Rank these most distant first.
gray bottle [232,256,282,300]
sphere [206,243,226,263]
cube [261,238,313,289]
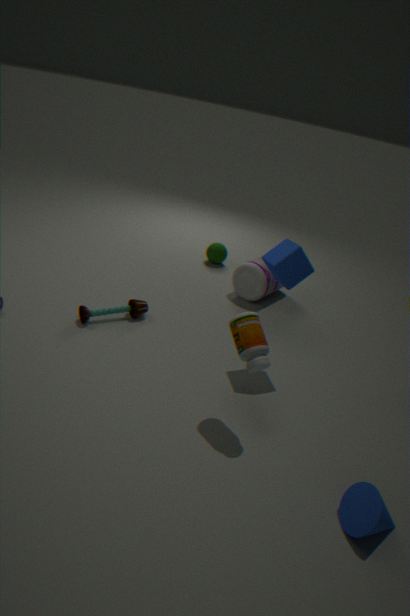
sphere [206,243,226,263]
gray bottle [232,256,282,300]
cube [261,238,313,289]
